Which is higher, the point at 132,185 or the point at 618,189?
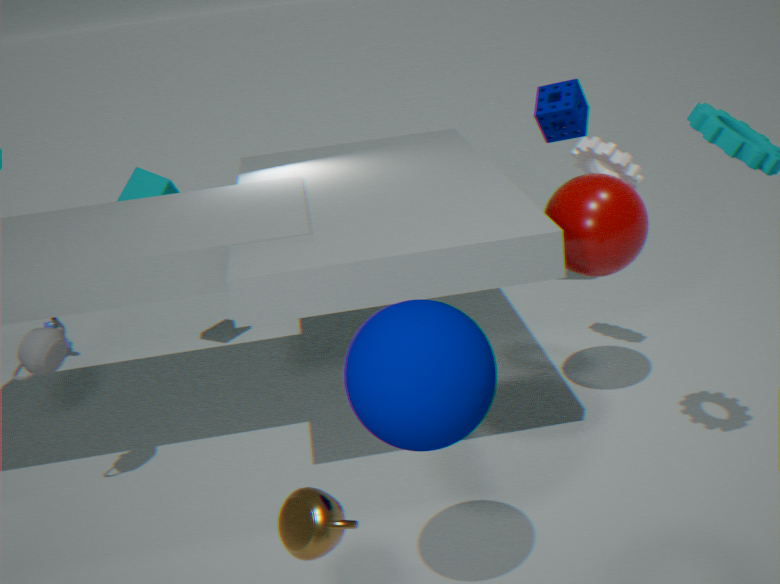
the point at 132,185
